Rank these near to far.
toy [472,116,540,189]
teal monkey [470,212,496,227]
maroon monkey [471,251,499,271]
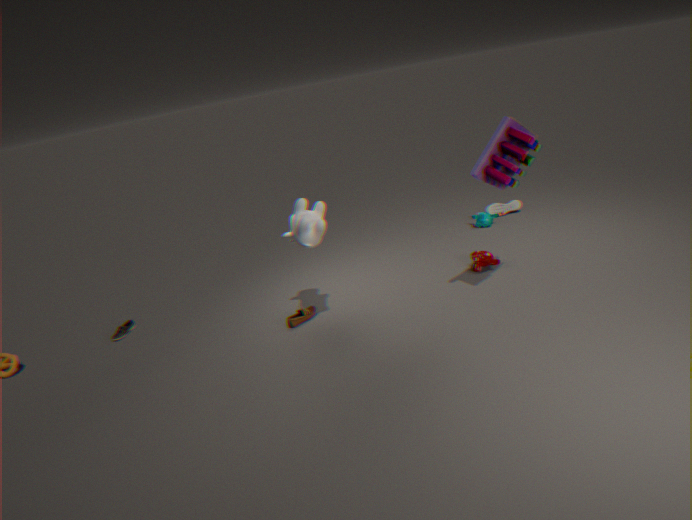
toy [472,116,540,189], maroon monkey [471,251,499,271], teal monkey [470,212,496,227]
